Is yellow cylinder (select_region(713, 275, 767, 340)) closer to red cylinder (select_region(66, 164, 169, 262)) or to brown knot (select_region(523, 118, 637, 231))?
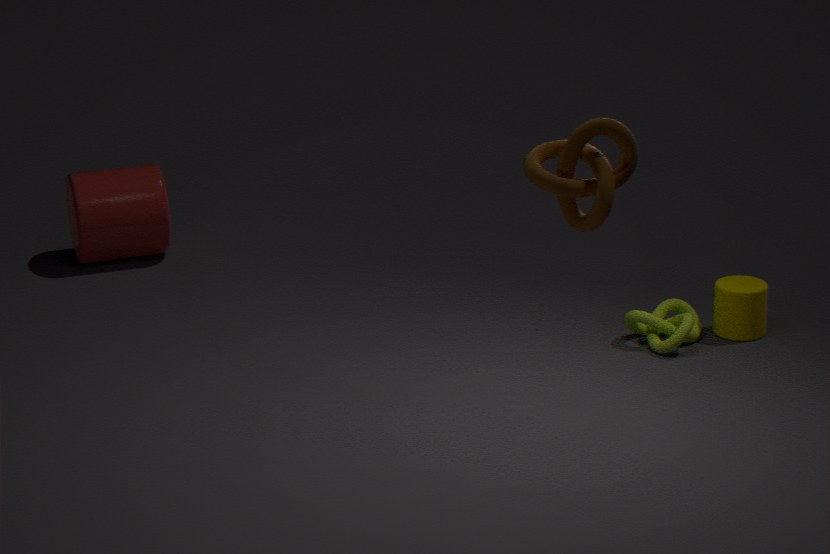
brown knot (select_region(523, 118, 637, 231))
